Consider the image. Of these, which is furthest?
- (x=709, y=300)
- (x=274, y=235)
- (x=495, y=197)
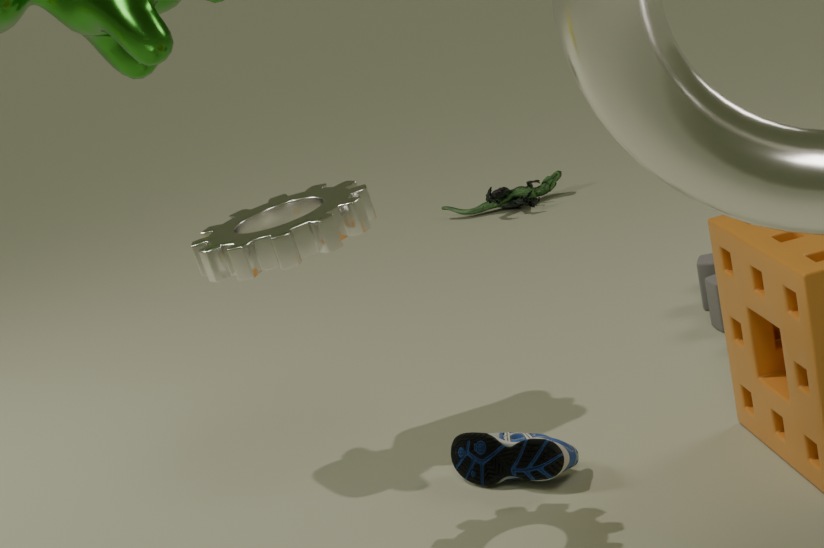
(x=495, y=197)
